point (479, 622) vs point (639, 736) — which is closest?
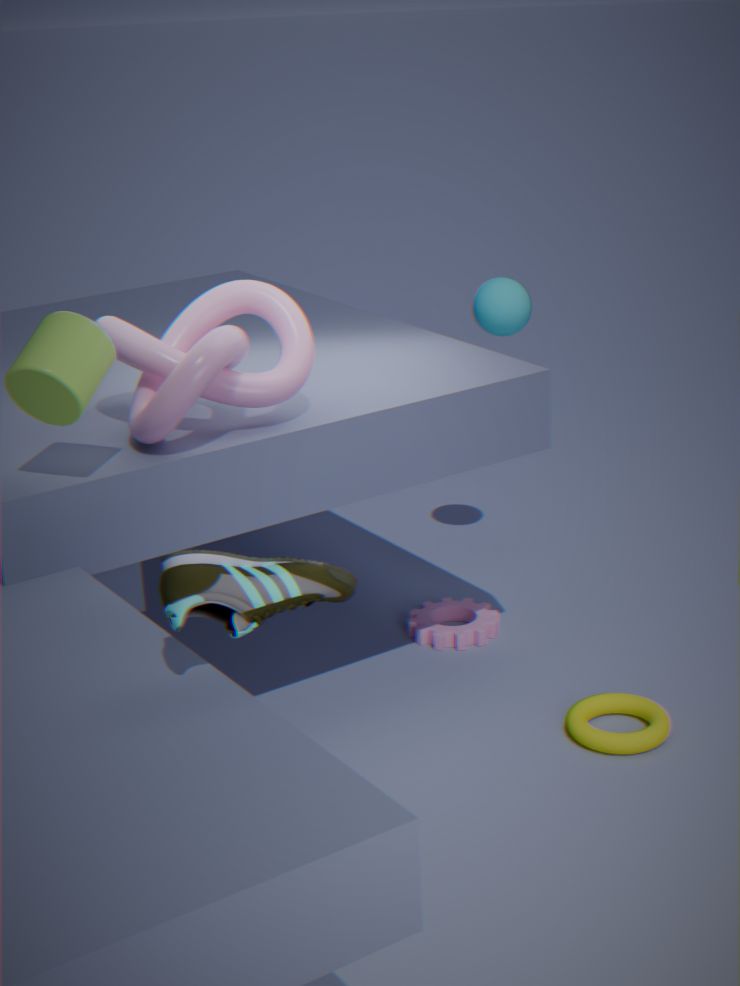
point (639, 736)
